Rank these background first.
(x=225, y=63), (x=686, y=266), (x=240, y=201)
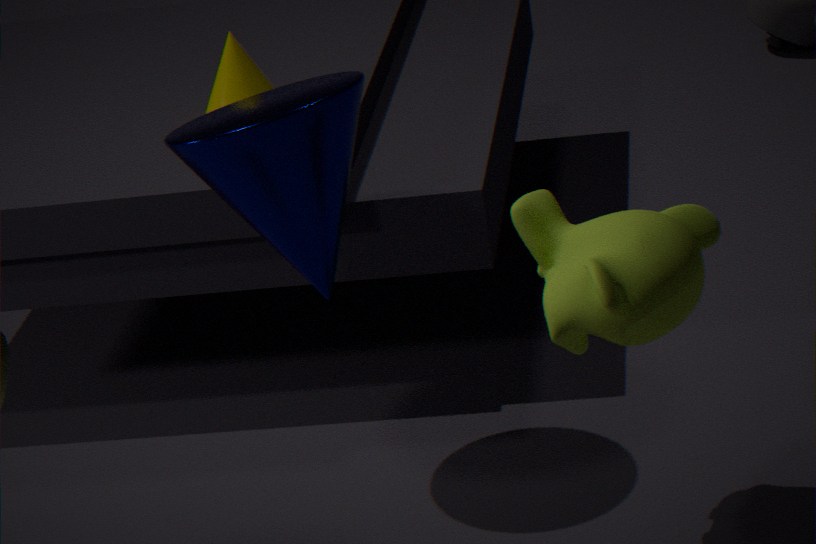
(x=225, y=63) < (x=240, y=201) < (x=686, y=266)
